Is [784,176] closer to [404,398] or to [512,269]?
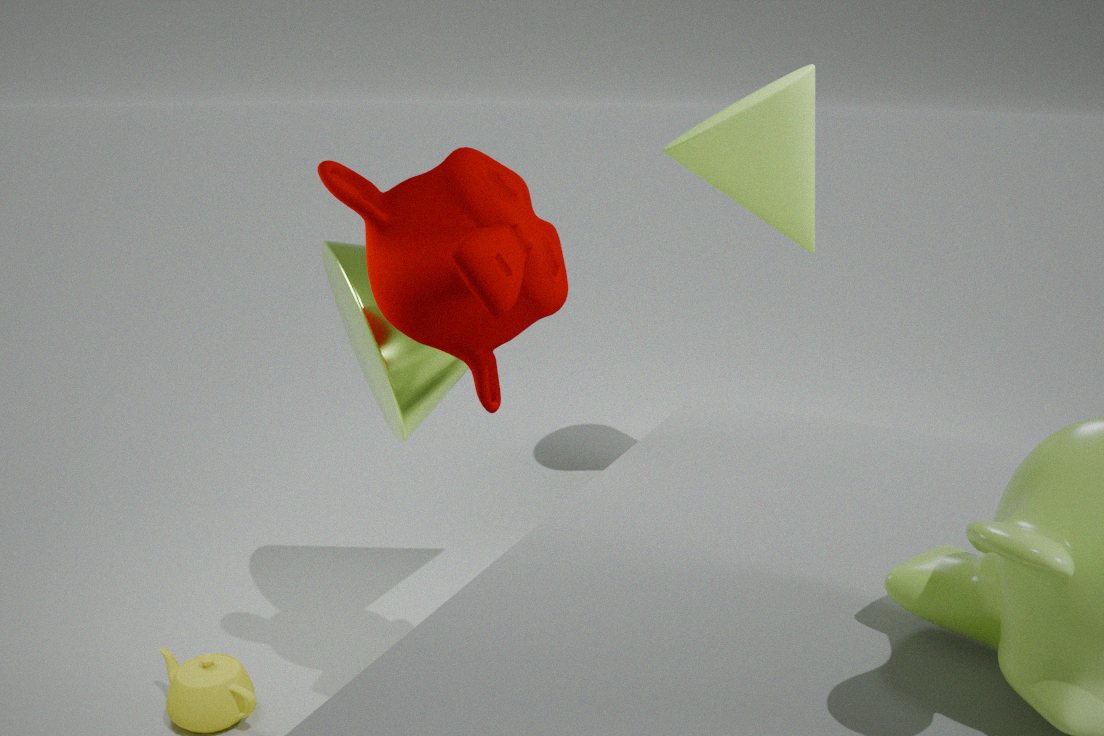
[404,398]
